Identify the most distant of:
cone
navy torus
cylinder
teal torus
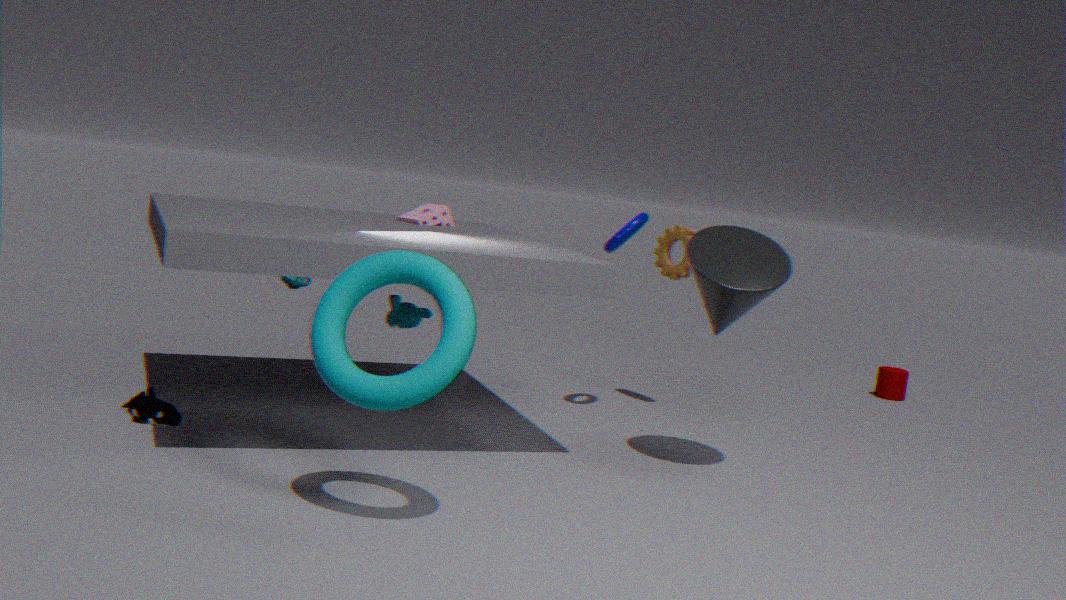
cylinder
